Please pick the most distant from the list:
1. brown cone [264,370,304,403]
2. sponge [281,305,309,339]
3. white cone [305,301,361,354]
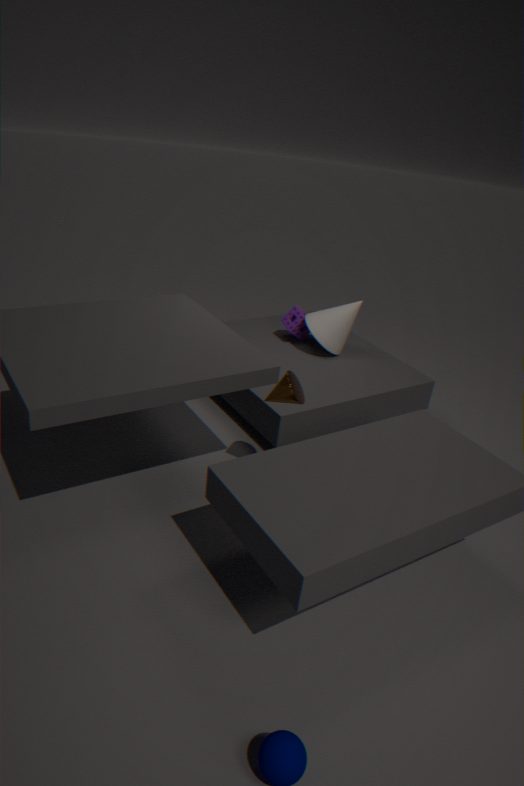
sponge [281,305,309,339]
